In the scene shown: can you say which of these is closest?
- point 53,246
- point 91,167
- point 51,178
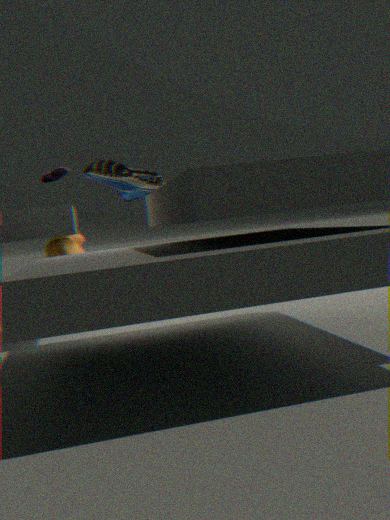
point 91,167
